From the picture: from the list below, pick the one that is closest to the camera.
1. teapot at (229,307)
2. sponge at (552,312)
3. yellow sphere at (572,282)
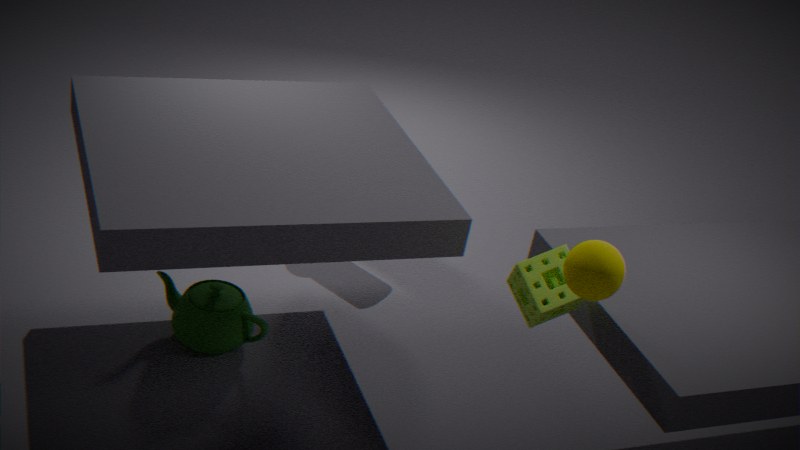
yellow sphere at (572,282)
